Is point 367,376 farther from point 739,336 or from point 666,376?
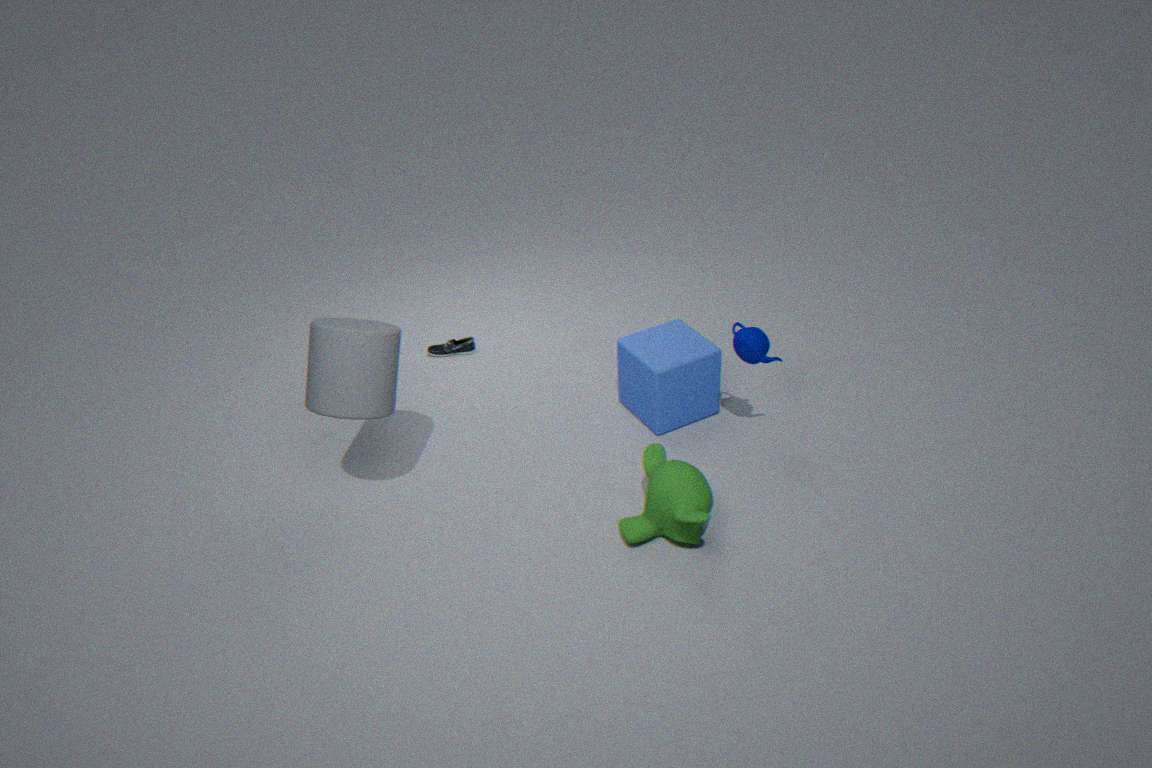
point 739,336
